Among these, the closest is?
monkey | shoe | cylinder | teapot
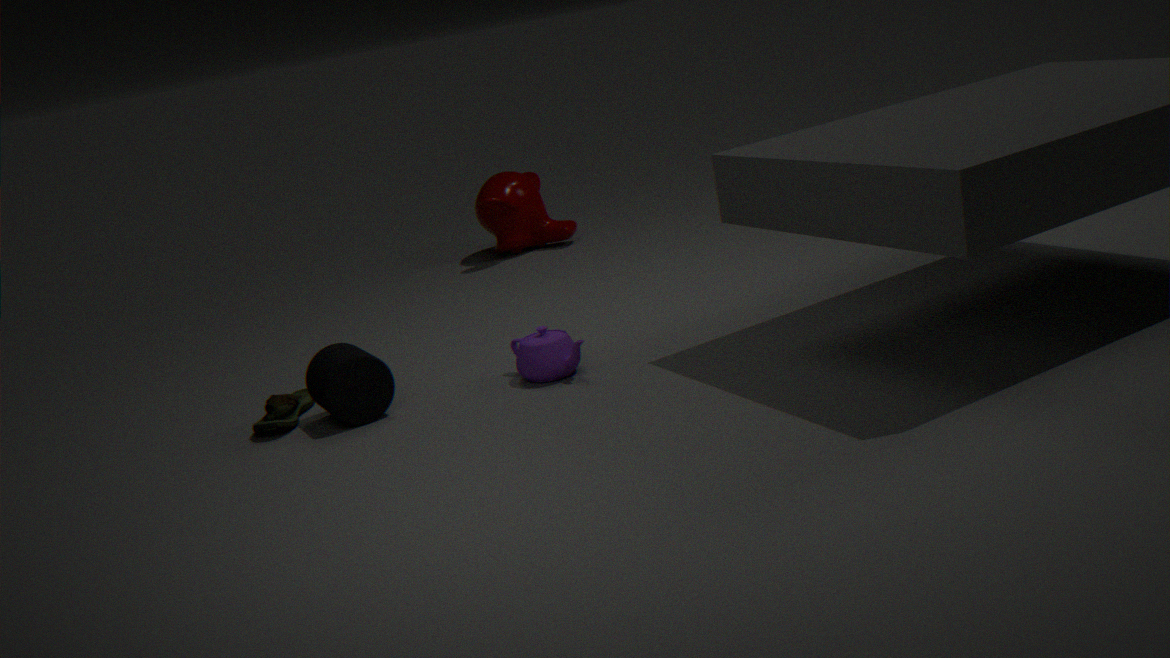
cylinder
